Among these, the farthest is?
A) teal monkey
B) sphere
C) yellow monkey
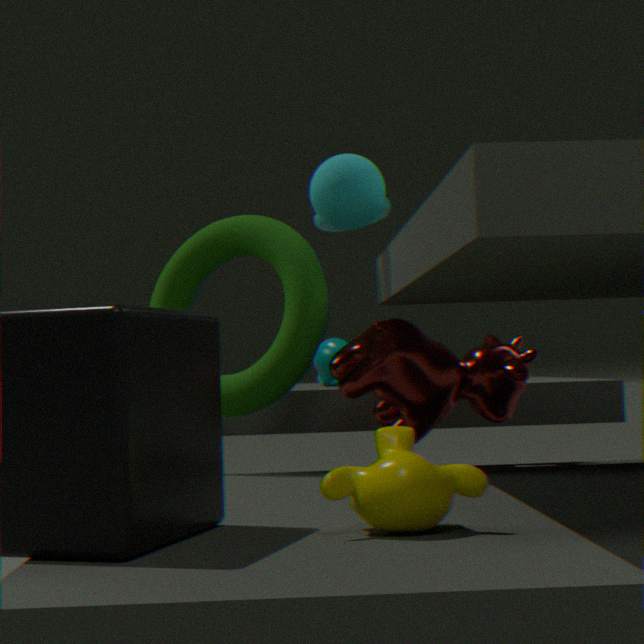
teal monkey
